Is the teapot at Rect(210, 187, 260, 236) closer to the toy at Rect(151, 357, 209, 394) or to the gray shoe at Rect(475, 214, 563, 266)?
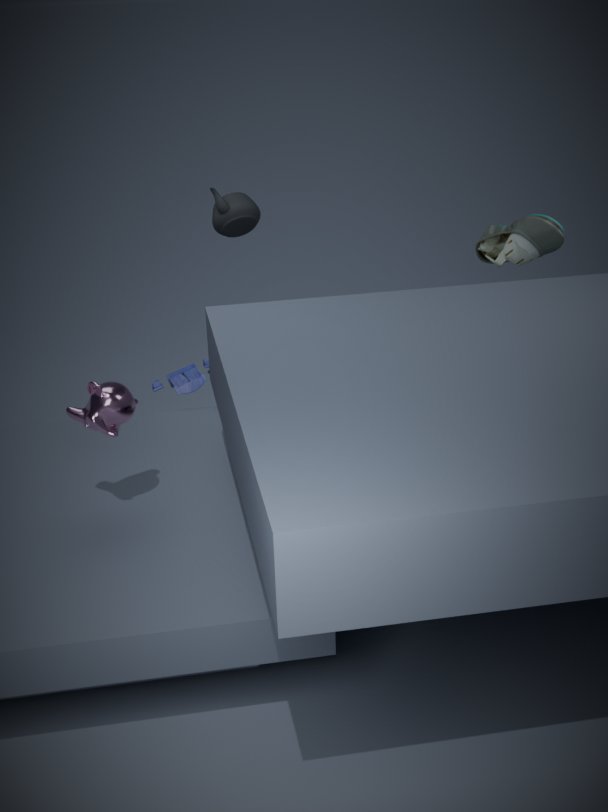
the toy at Rect(151, 357, 209, 394)
